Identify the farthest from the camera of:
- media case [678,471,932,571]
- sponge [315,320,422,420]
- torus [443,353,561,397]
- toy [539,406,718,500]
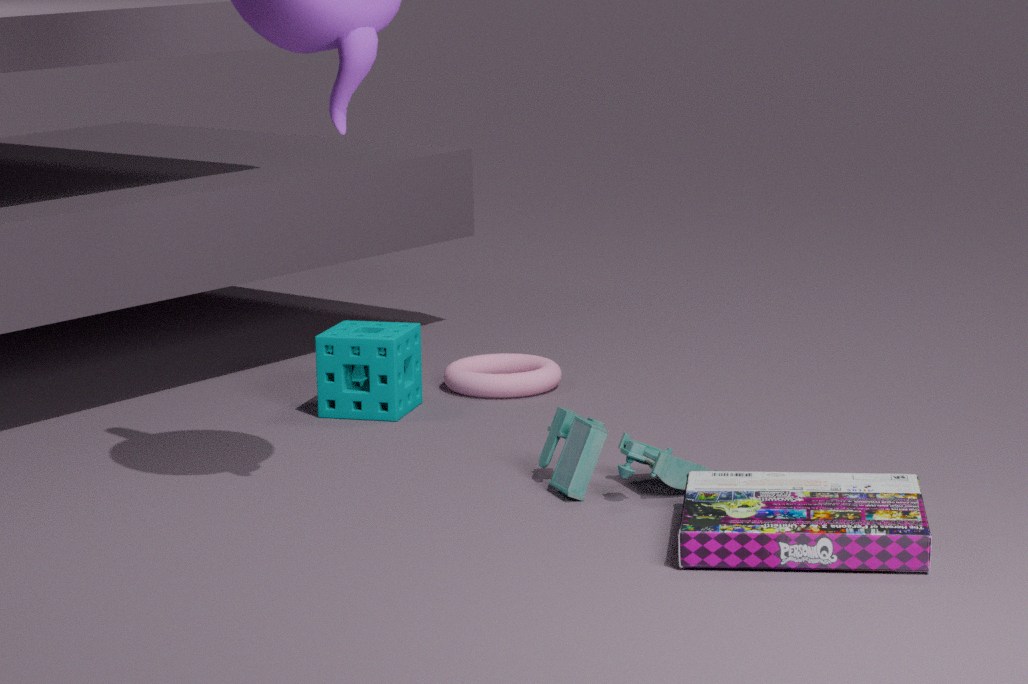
torus [443,353,561,397]
